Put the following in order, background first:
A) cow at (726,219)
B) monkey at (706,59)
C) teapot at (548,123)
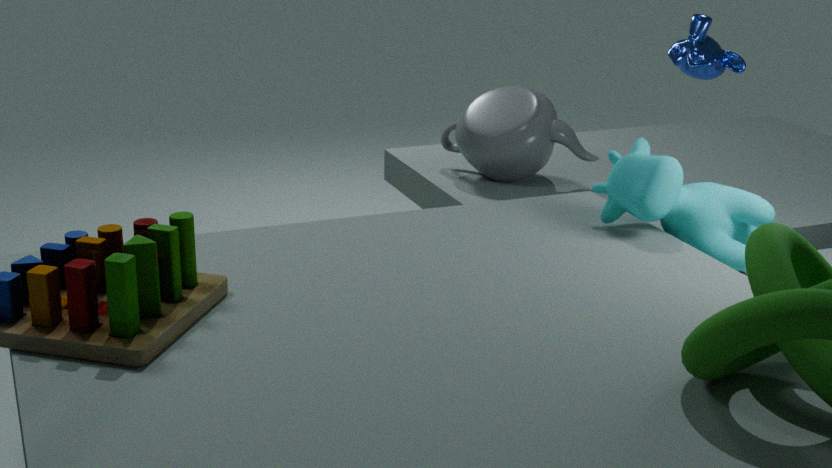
teapot at (548,123)
monkey at (706,59)
cow at (726,219)
